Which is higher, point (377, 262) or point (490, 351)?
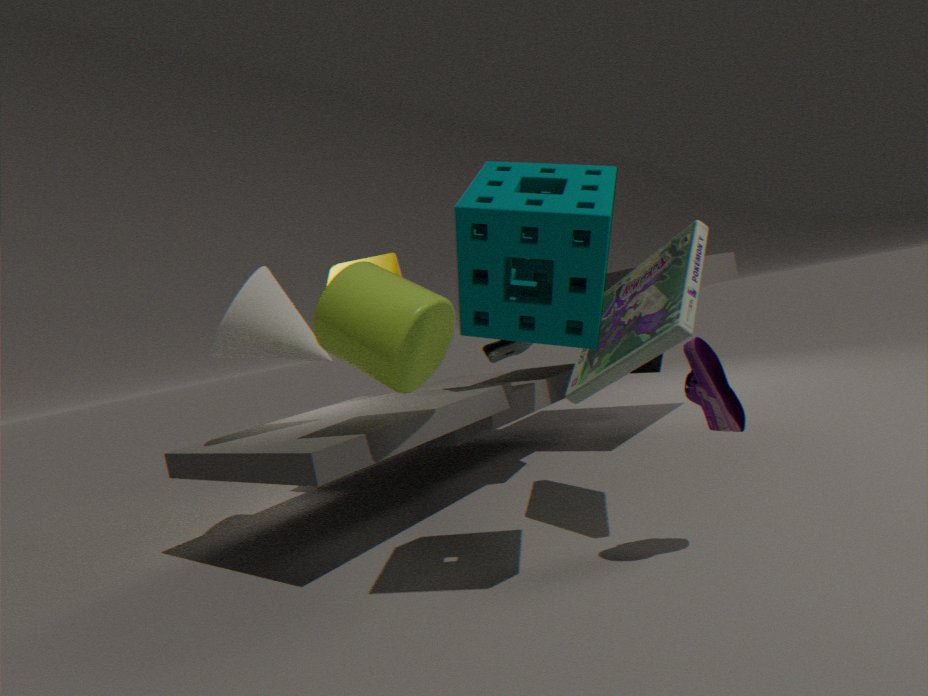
point (377, 262)
